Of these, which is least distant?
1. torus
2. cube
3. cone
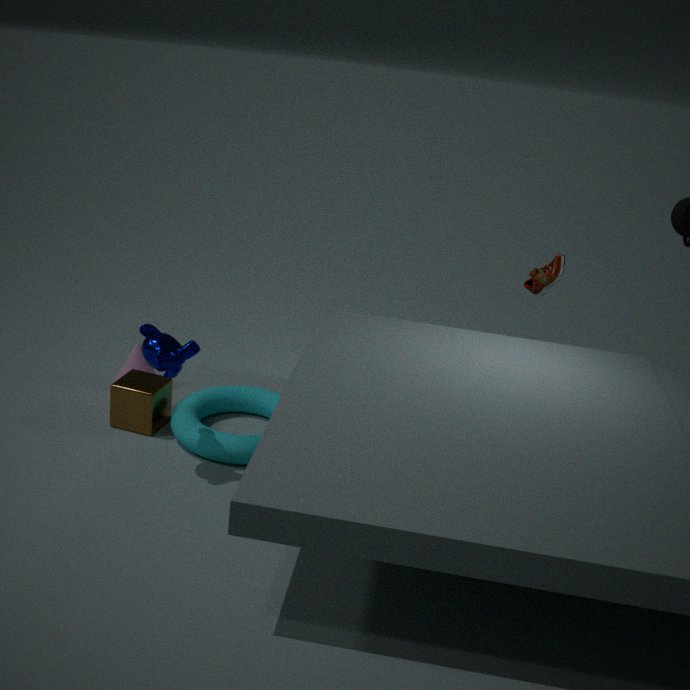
torus
